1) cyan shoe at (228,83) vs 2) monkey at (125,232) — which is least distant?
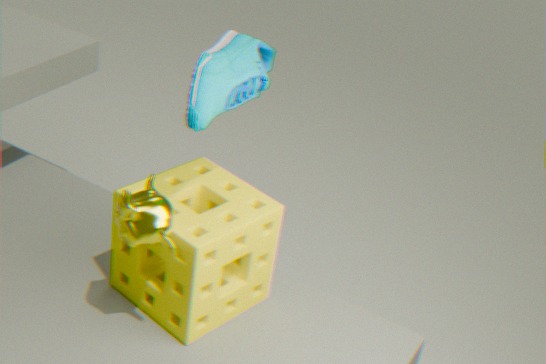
2. monkey at (125,232)
